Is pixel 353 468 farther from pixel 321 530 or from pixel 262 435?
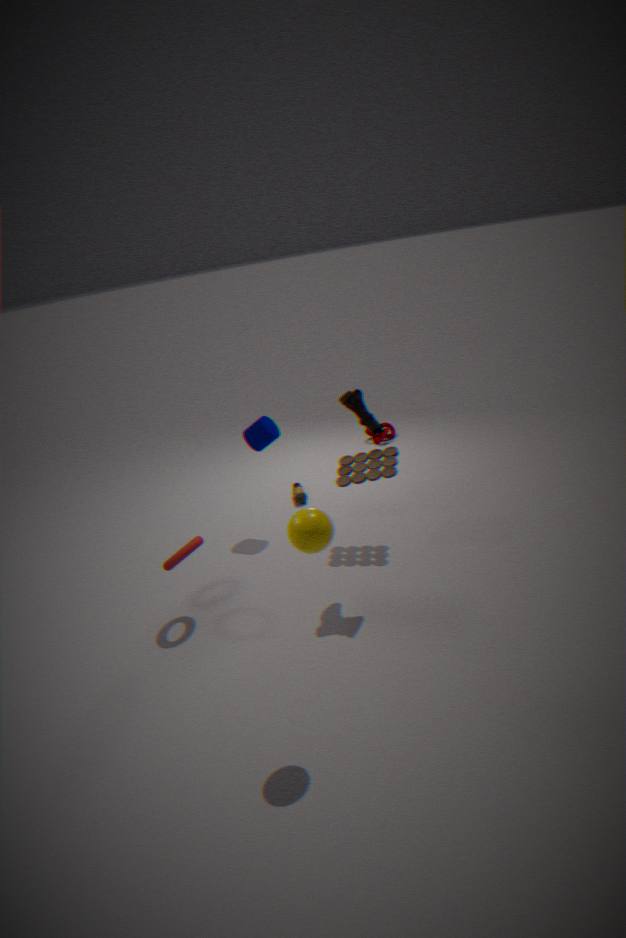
pixel 321 530
